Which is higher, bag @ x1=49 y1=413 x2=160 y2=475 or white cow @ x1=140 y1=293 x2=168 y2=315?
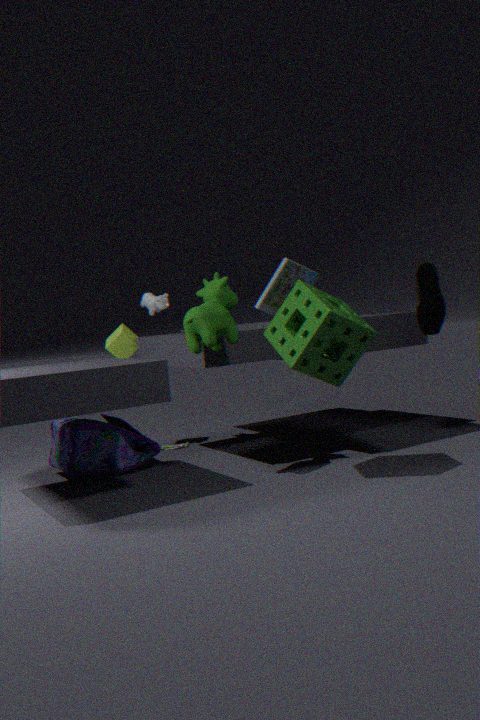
white cow @ x1=140 y1=293 x2=168 y2=315
